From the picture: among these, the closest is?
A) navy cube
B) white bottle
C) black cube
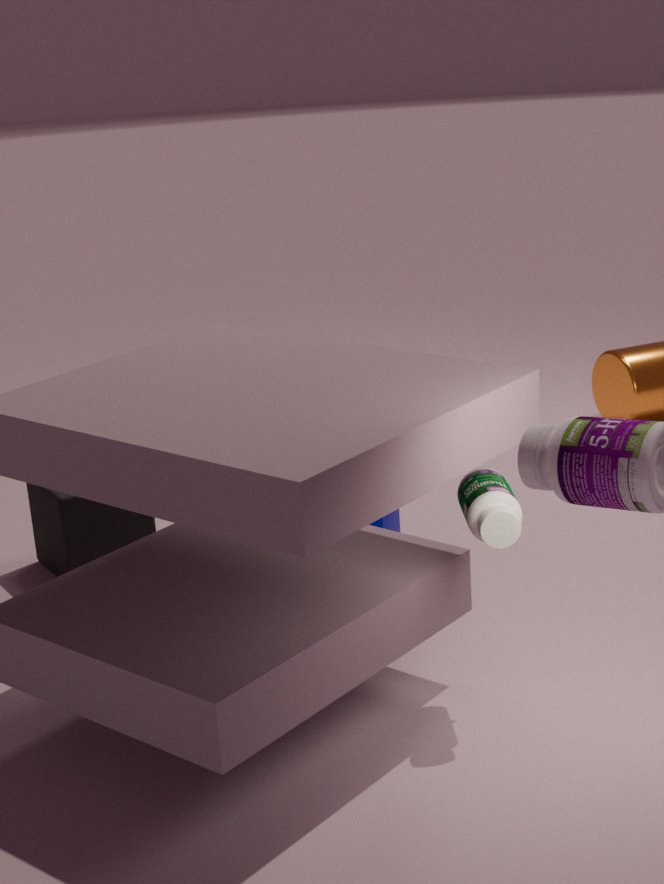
white bottle
